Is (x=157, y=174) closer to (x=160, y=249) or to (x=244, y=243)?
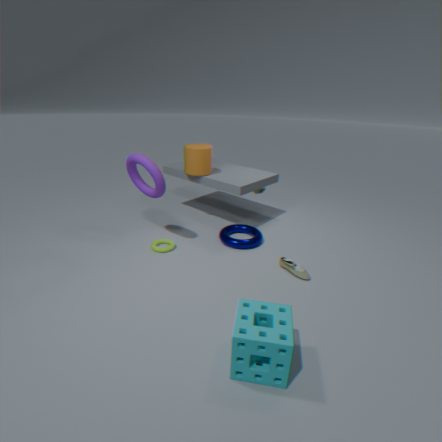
(x=160, y=249)
